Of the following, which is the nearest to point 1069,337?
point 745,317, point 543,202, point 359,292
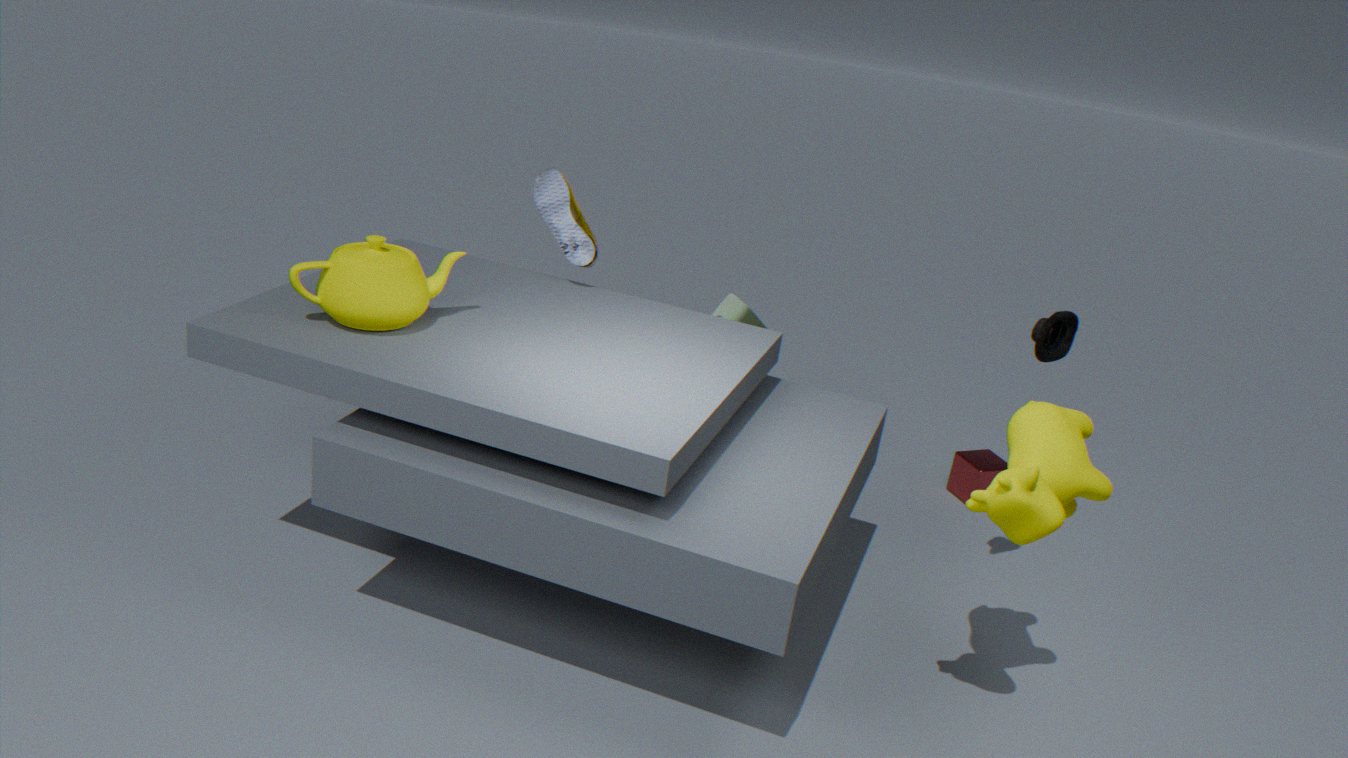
point 745,317
